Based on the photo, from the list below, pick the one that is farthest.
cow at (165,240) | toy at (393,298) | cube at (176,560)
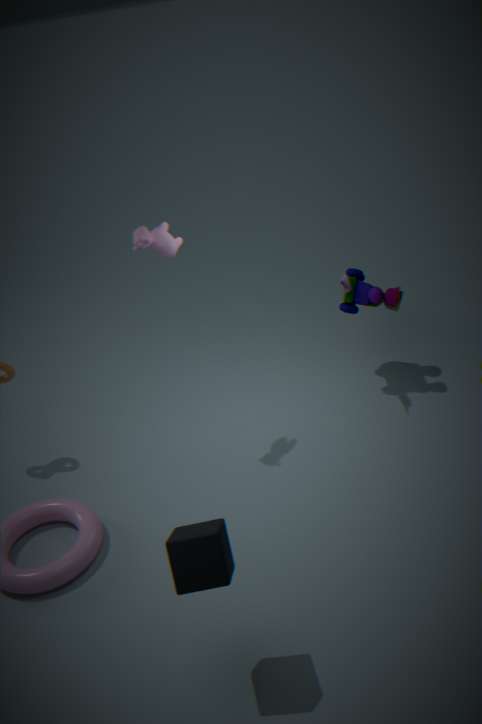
toy at (393,298)
